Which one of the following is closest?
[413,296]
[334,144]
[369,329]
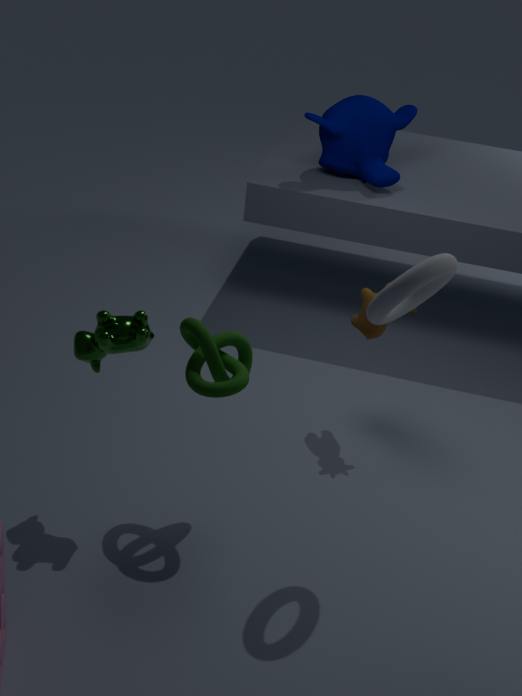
[413,296]
